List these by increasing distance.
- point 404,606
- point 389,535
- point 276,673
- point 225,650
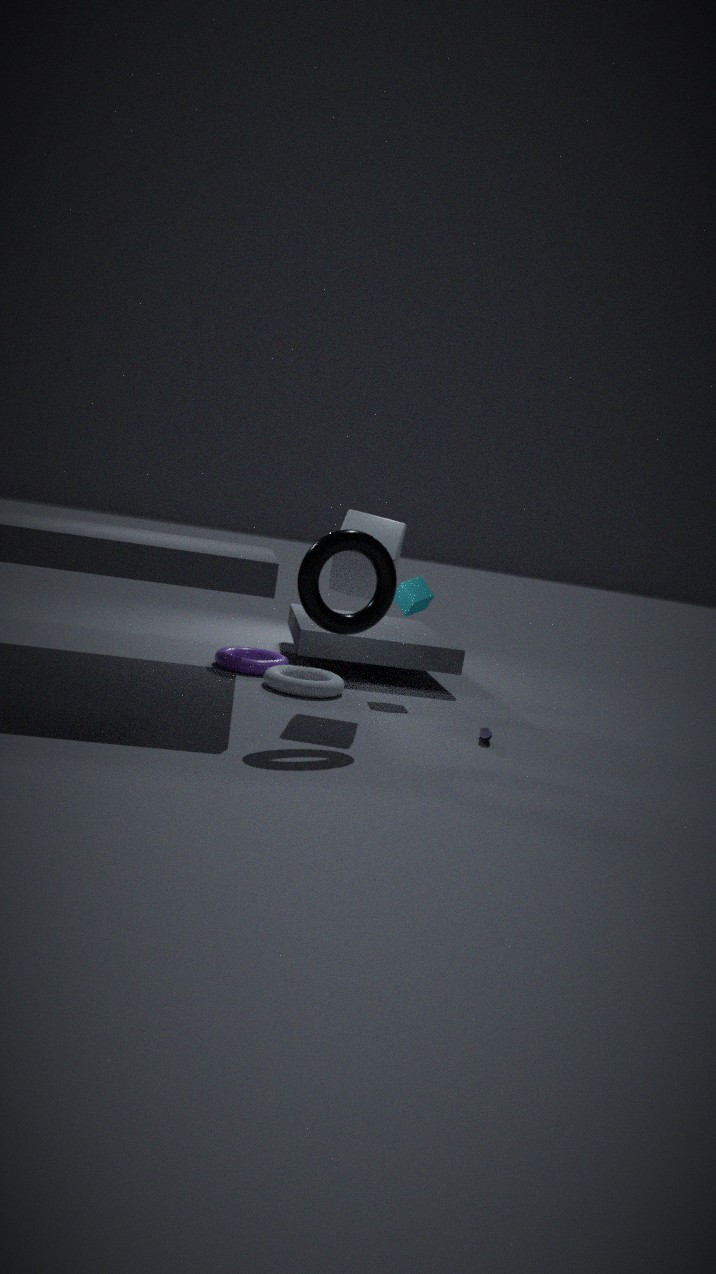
A: point 389,535 → point 276,673 → point 404,606 → point 225,650
